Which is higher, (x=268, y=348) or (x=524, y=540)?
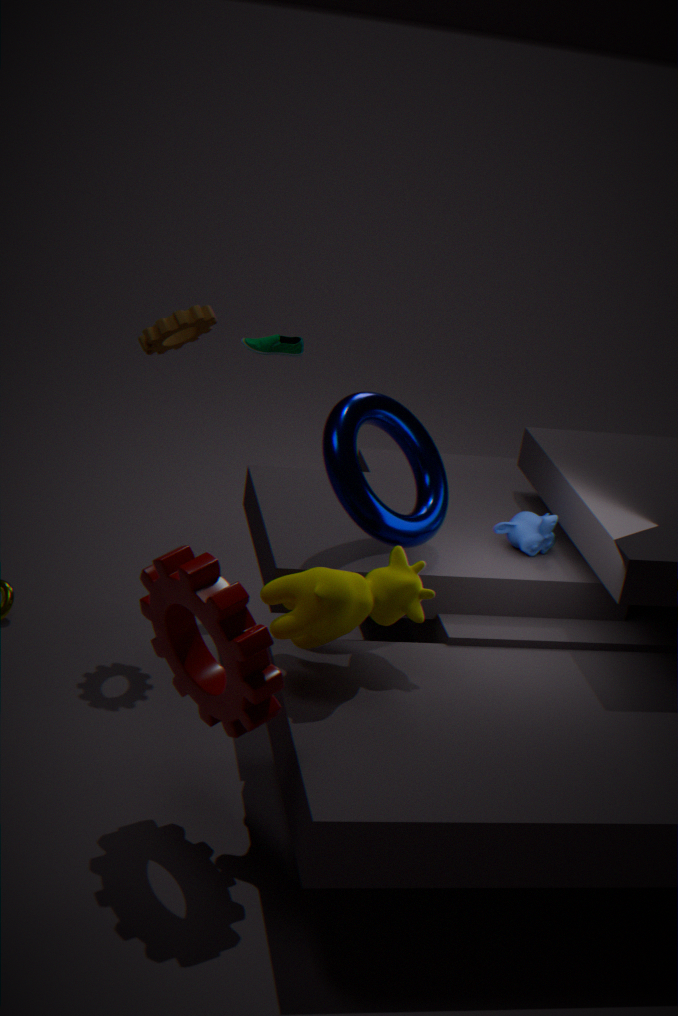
(x=268, y=348)
